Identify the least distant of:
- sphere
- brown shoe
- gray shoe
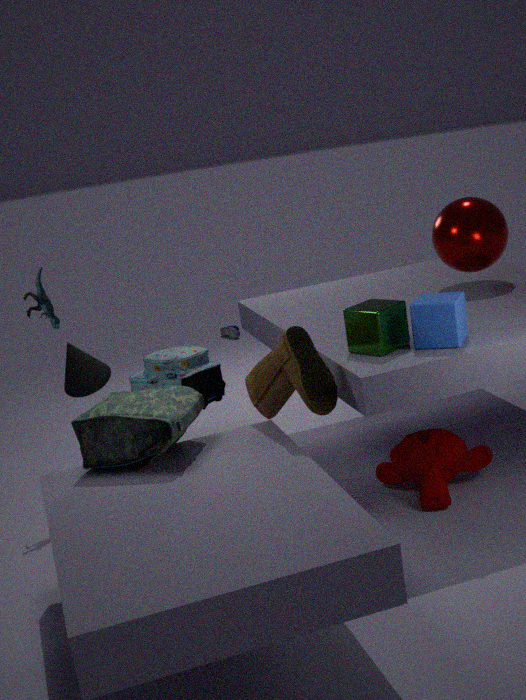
brown shoe
